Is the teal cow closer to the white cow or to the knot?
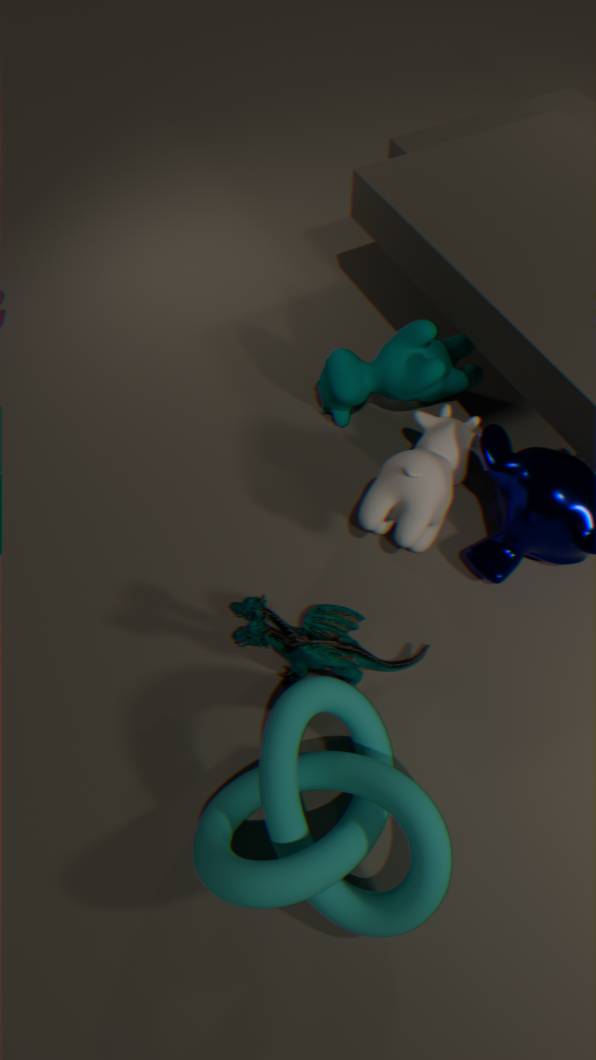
the white cow
